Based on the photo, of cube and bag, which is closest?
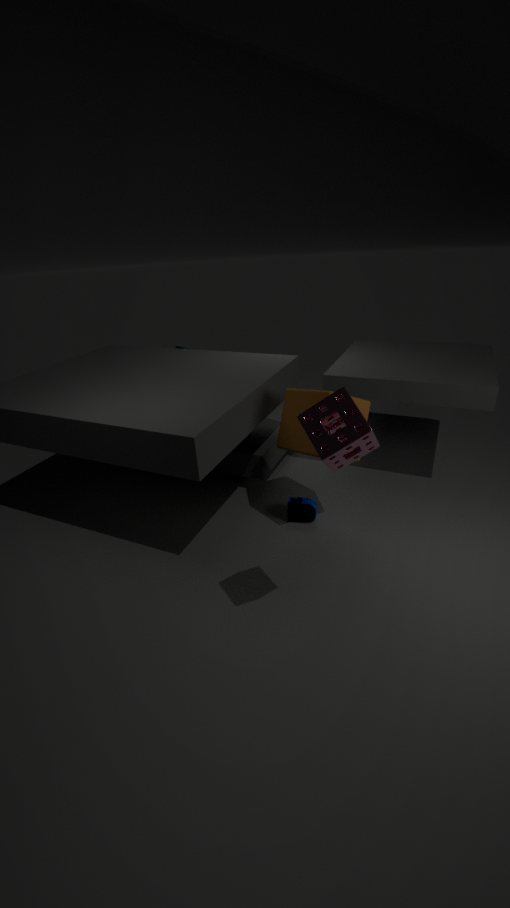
cube
